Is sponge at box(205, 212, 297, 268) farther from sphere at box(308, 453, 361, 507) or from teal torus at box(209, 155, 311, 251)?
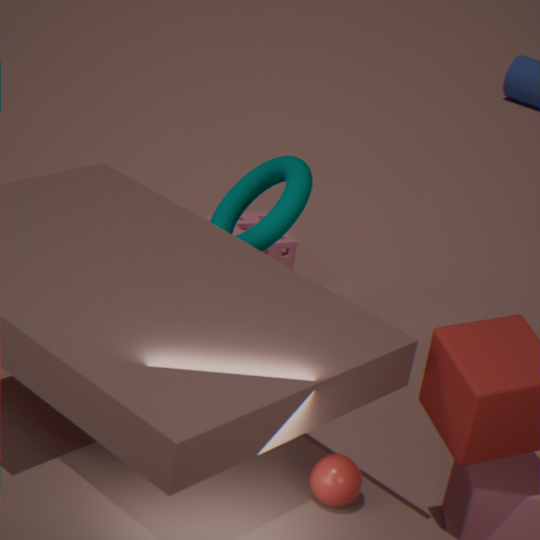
sphere at box(308, 453, 361, 507)
